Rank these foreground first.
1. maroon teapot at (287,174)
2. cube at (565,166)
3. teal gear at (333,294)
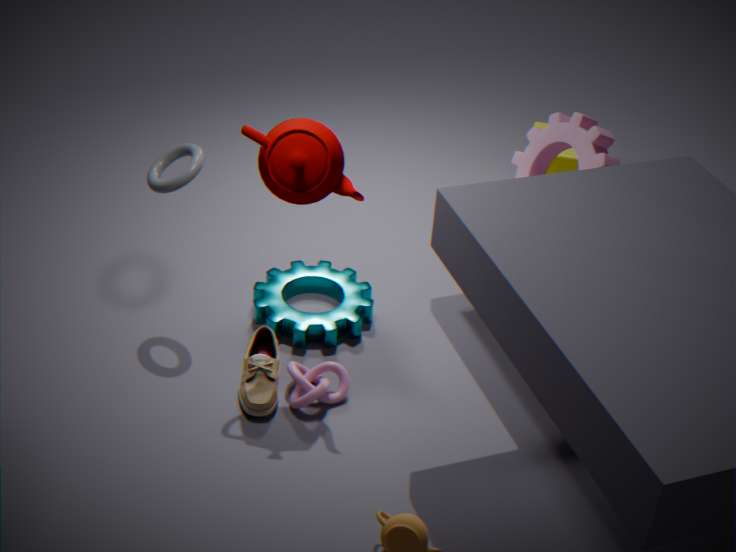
maroon teapot at (287,174), teal gear at (333,294), cube at (565,166)
